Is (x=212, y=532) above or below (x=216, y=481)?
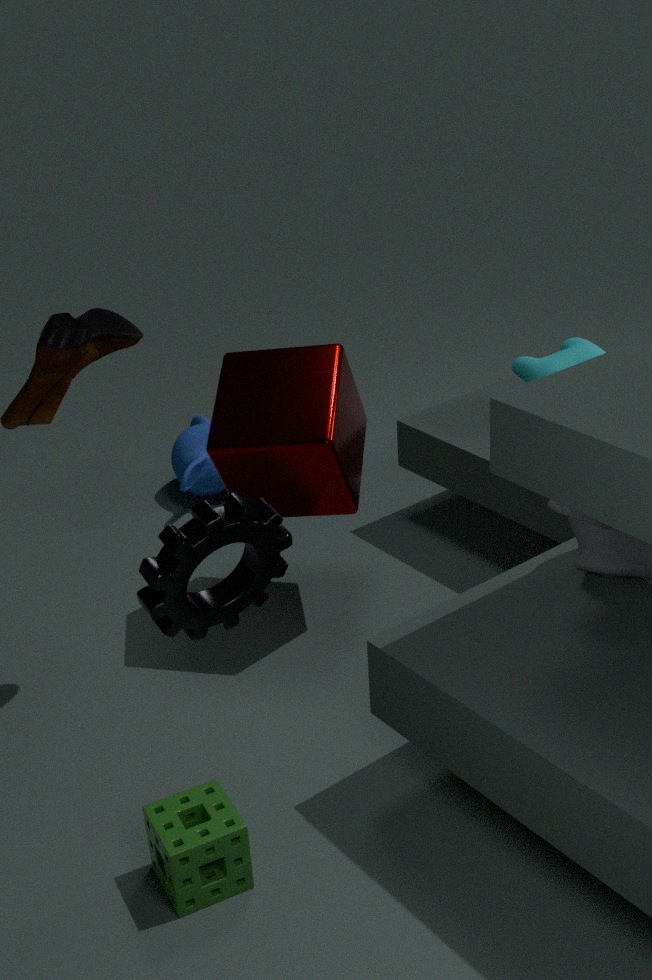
above
